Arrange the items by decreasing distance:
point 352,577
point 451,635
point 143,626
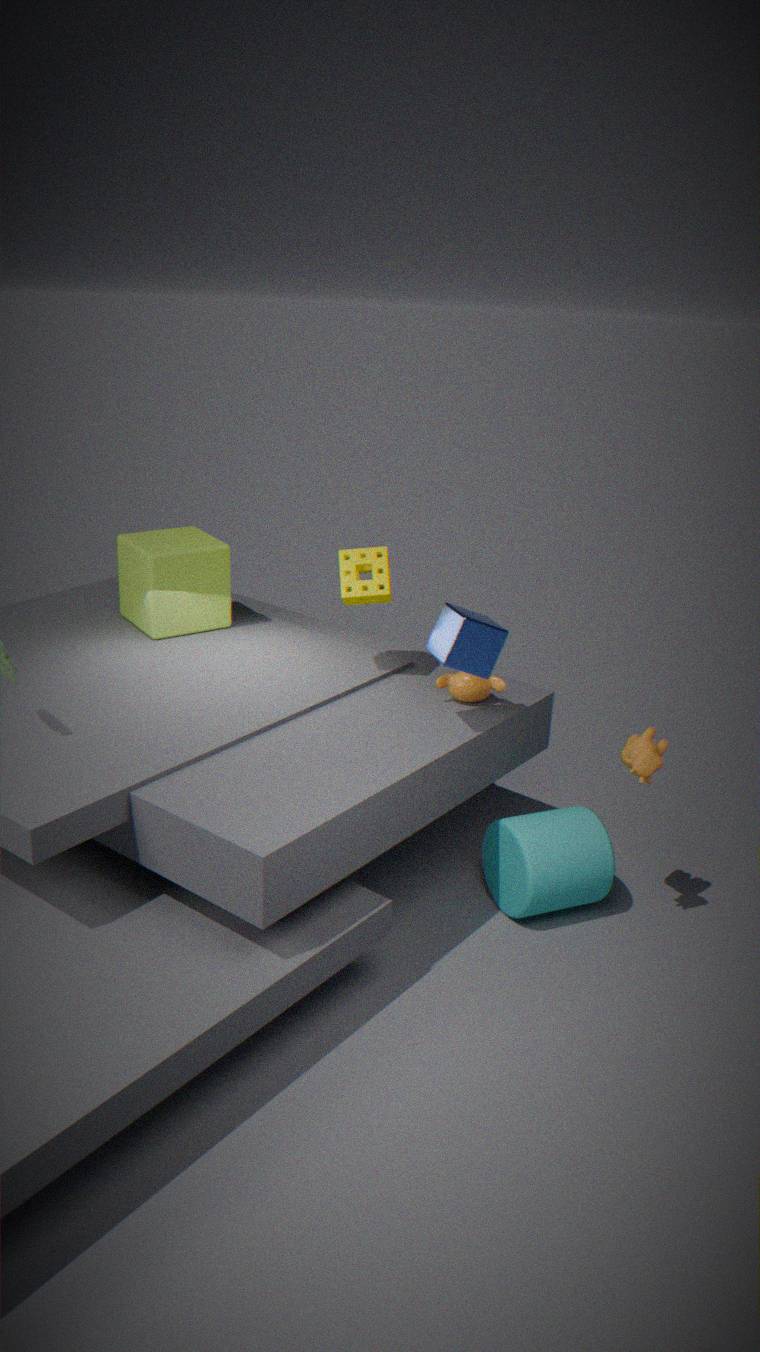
point 143,626 → point 352,577 → point 451,635
